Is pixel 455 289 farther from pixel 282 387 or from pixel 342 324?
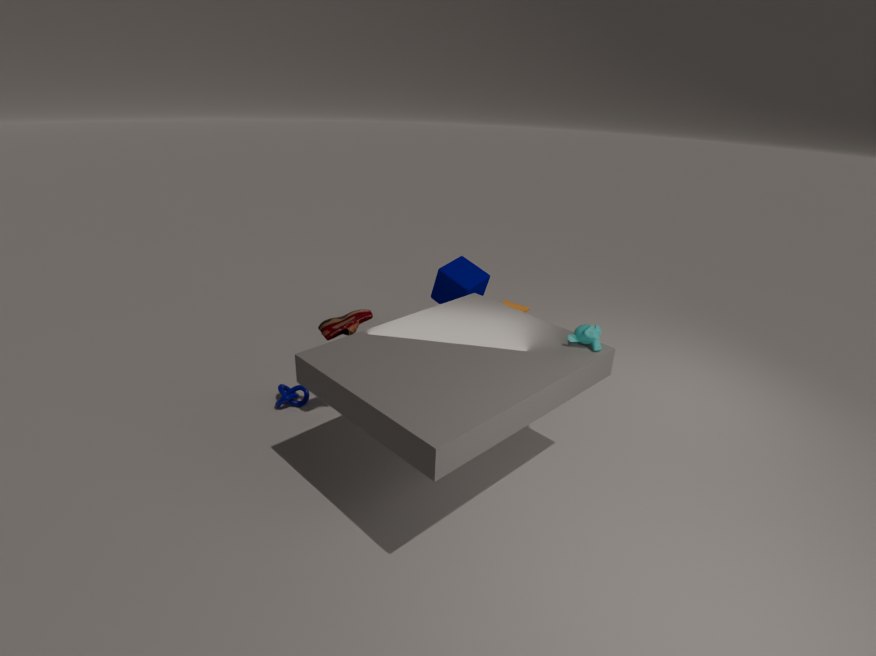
pixel 282 387
